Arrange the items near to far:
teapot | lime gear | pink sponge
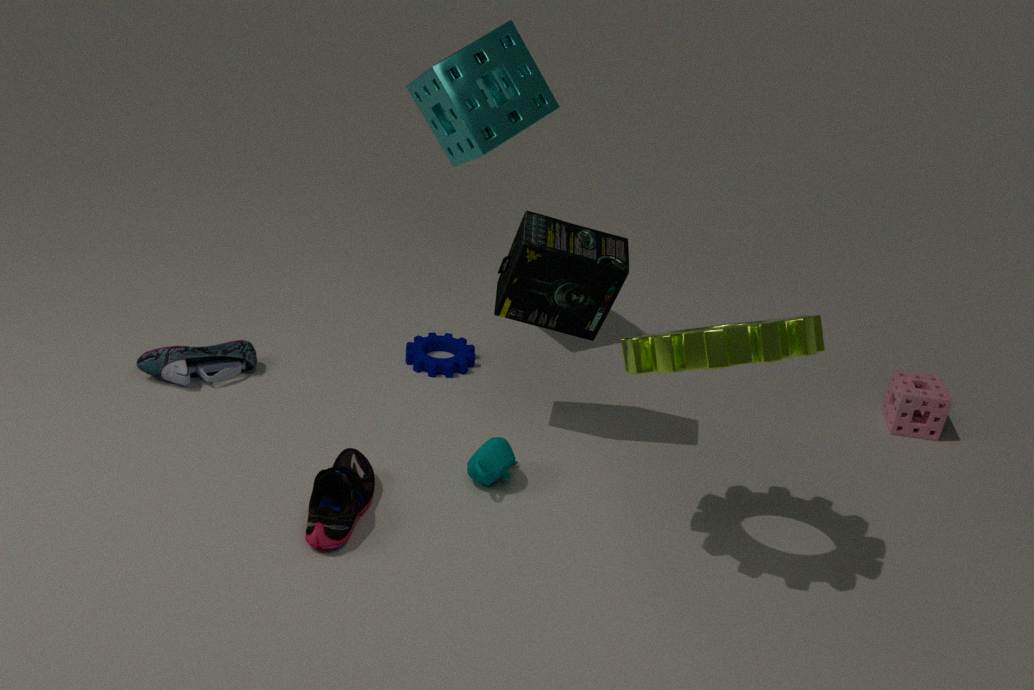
lime gear
teapot
pink sponge
